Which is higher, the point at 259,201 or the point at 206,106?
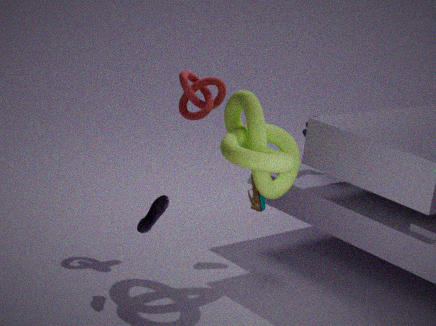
the point at 206,106
